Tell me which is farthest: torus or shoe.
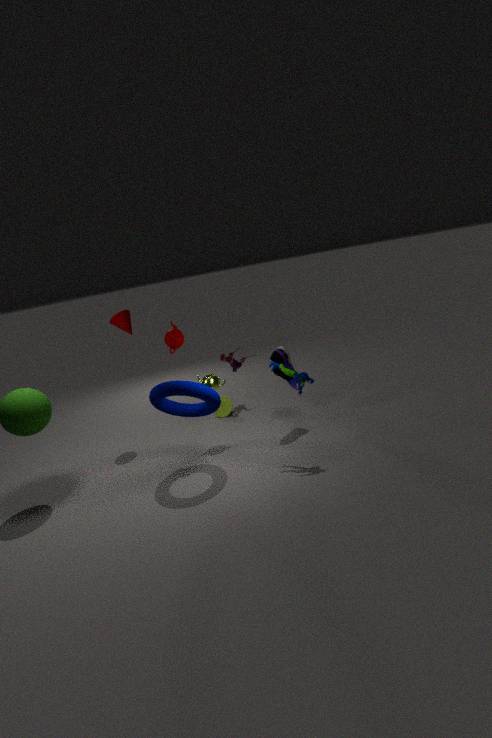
shoe
